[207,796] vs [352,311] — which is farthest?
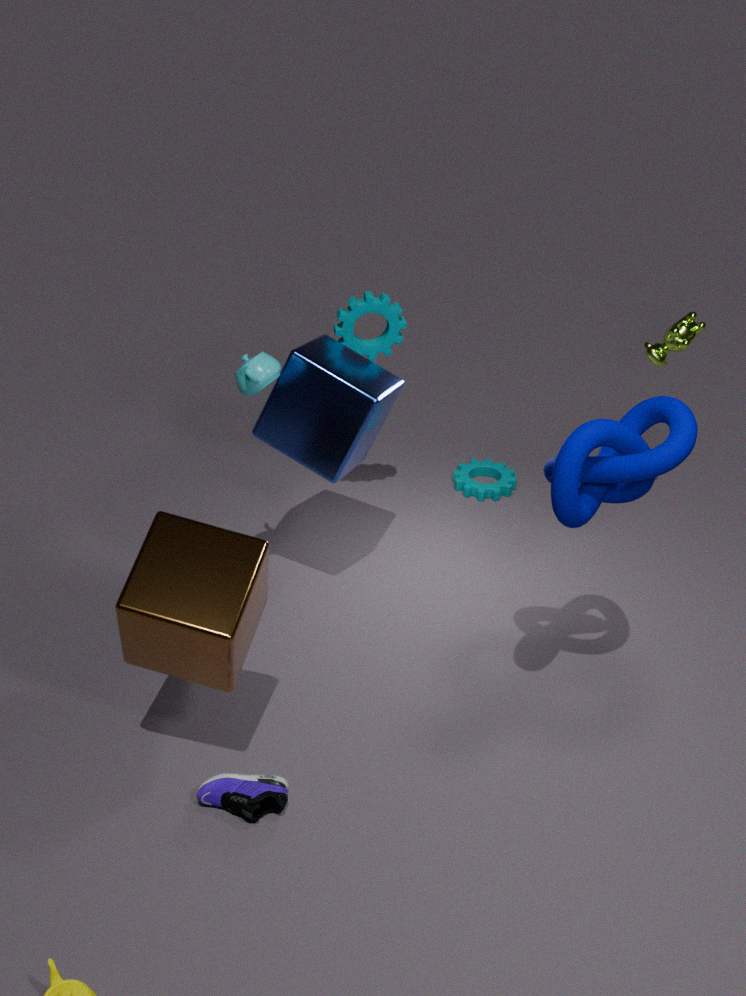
[352,311]
